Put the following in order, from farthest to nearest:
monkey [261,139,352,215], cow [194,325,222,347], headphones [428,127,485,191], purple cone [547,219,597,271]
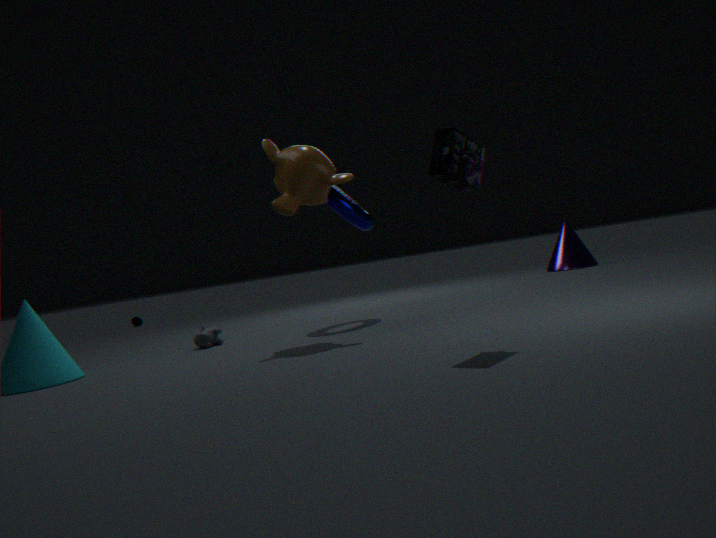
purple cone [547,219,597,271], cow [194,325,222,347], monkey [261,139,352,215], headphones [428,127,485,191]
